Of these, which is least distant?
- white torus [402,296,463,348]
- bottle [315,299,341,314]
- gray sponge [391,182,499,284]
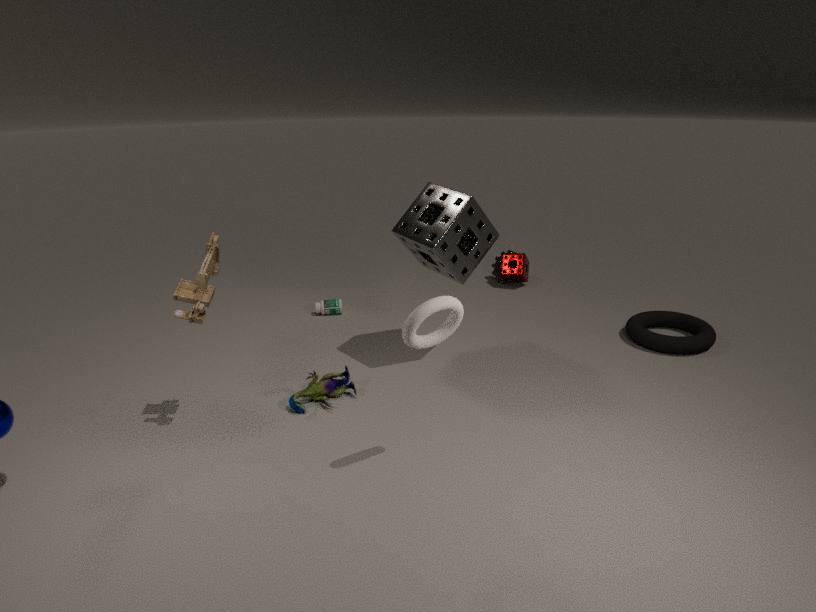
white torus [402,296,463,348]
